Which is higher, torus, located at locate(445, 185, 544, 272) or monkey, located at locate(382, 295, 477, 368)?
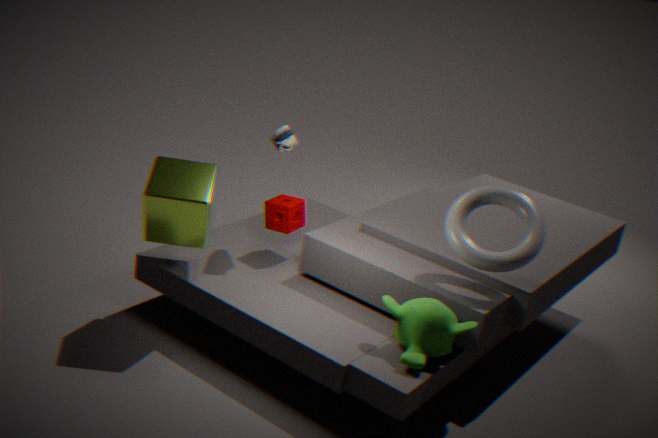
torus, located at locate(445, 185, 544, 272)
